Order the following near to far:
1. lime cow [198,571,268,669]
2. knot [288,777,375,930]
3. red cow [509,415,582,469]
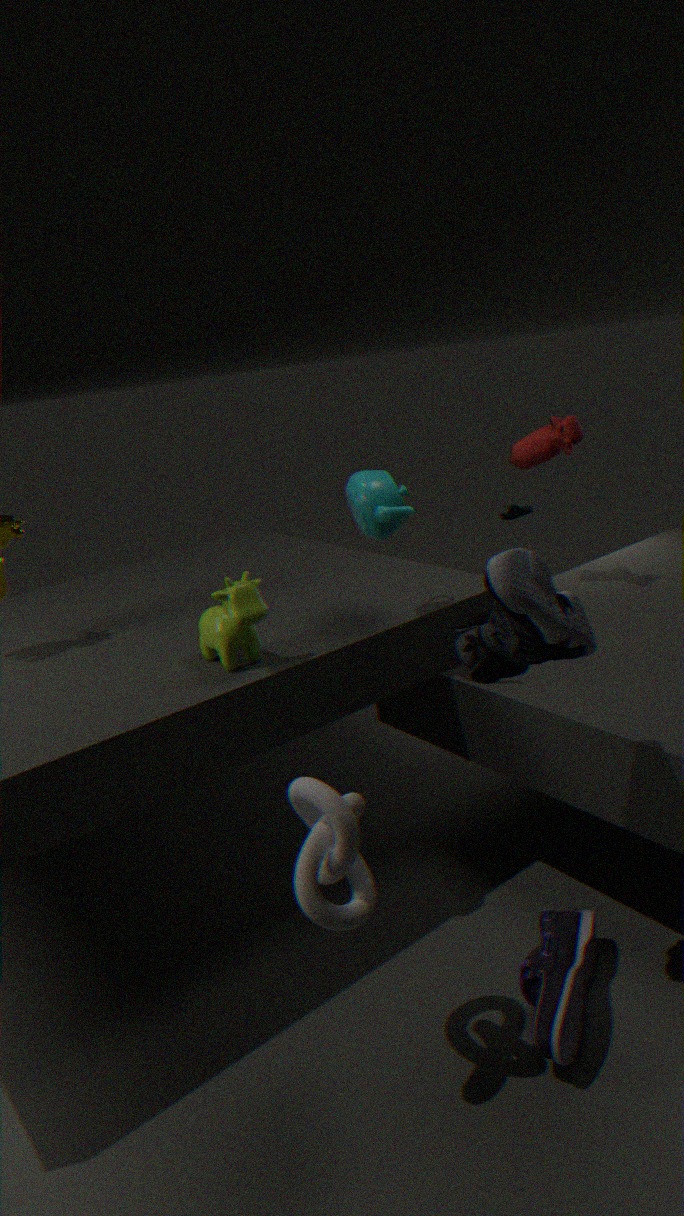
knot [288,777,375,930] < lime cow [198,571,268,669] < red cow [509,415,582,469]
